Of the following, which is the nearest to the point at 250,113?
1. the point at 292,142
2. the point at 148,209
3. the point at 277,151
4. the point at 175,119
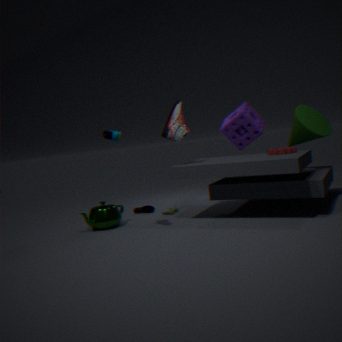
the point at 292,142
